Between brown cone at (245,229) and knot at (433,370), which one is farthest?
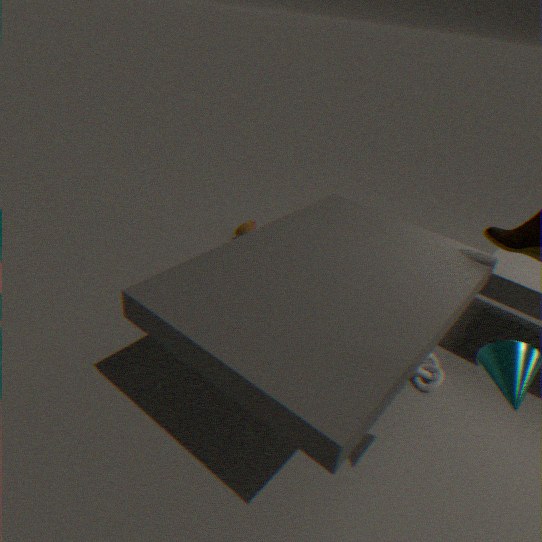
brown cone at (245,229)
